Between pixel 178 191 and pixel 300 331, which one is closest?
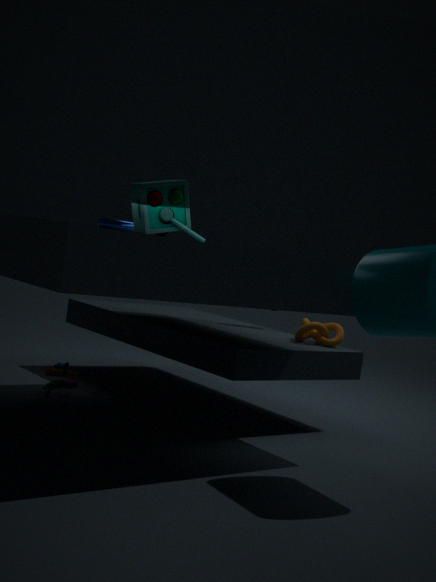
pixel 178 191
